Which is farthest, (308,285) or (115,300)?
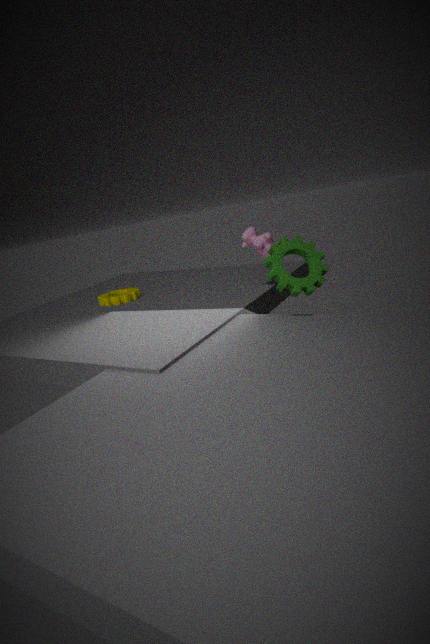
(115,300)
